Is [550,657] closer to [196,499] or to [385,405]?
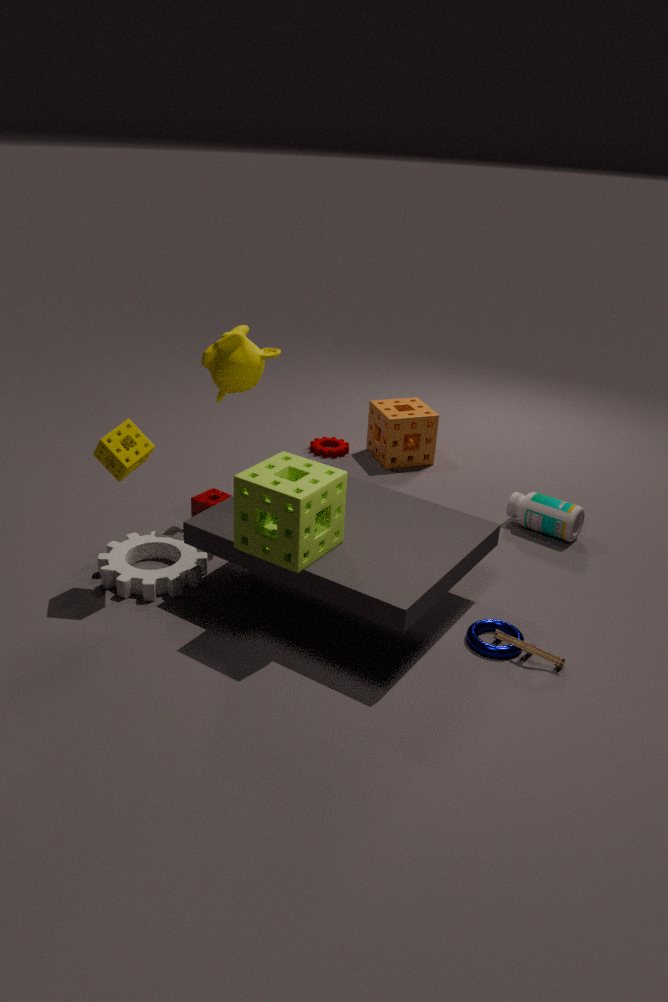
[196,499]
